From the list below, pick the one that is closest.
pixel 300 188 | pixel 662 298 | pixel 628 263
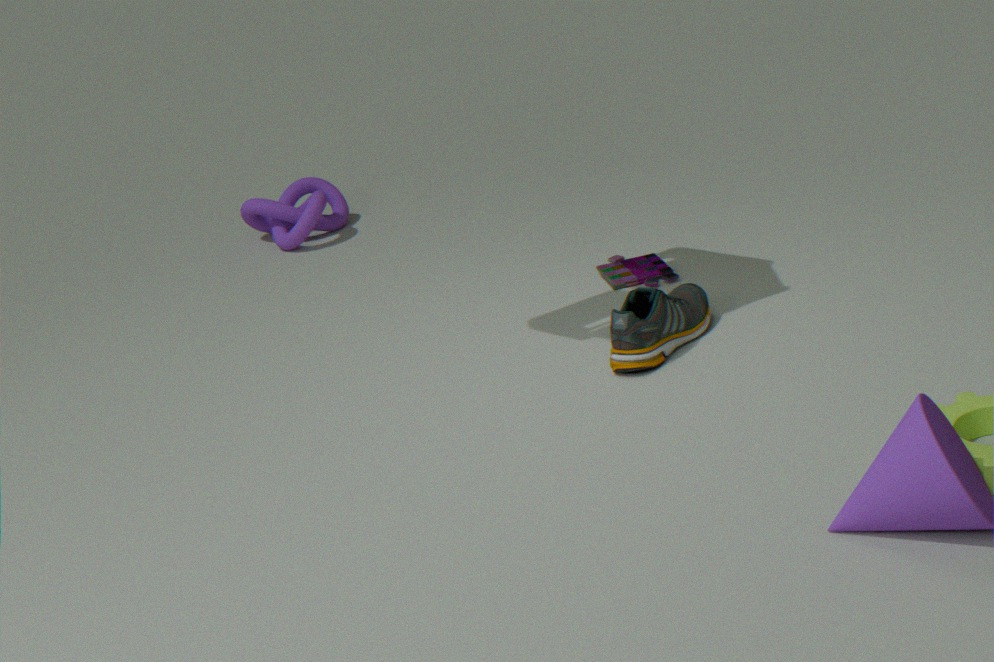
pixel 662 298
